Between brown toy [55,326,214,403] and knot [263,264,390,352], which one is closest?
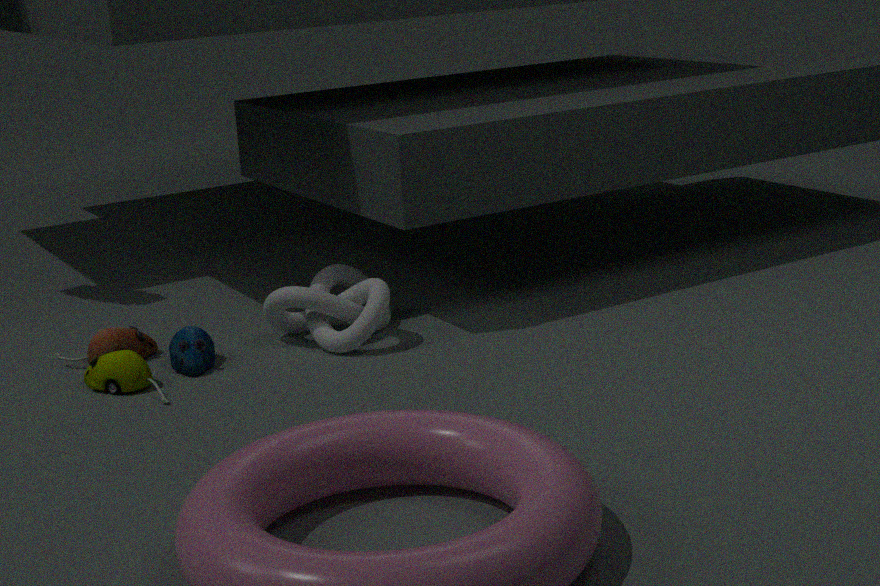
brown toy [55,326,214,403]
